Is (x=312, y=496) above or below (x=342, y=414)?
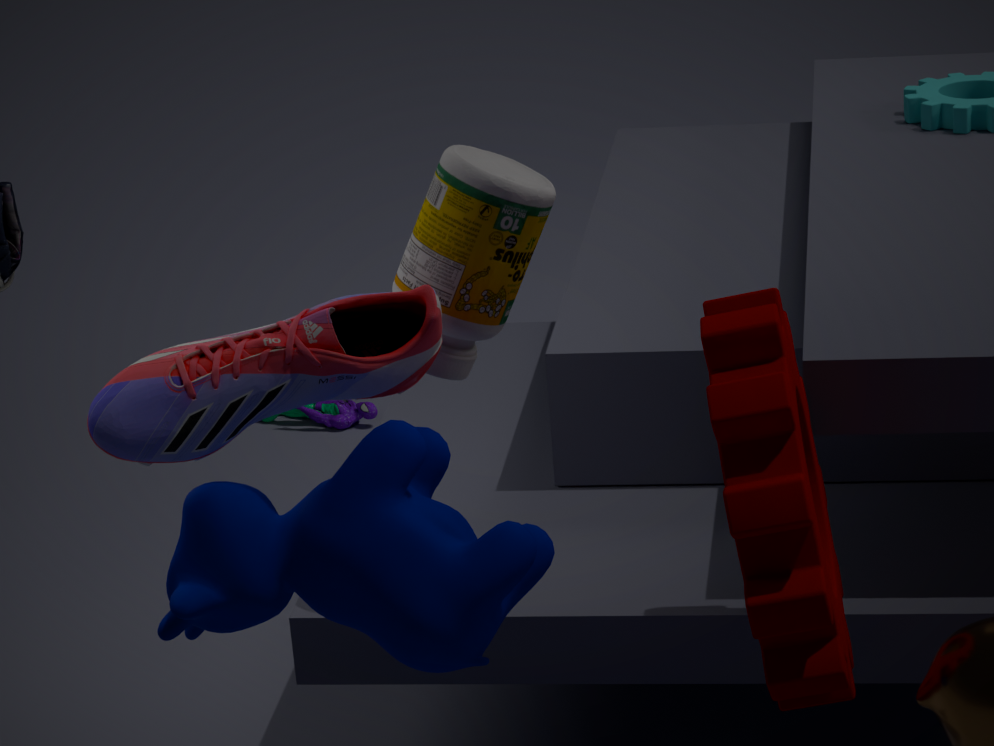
above
